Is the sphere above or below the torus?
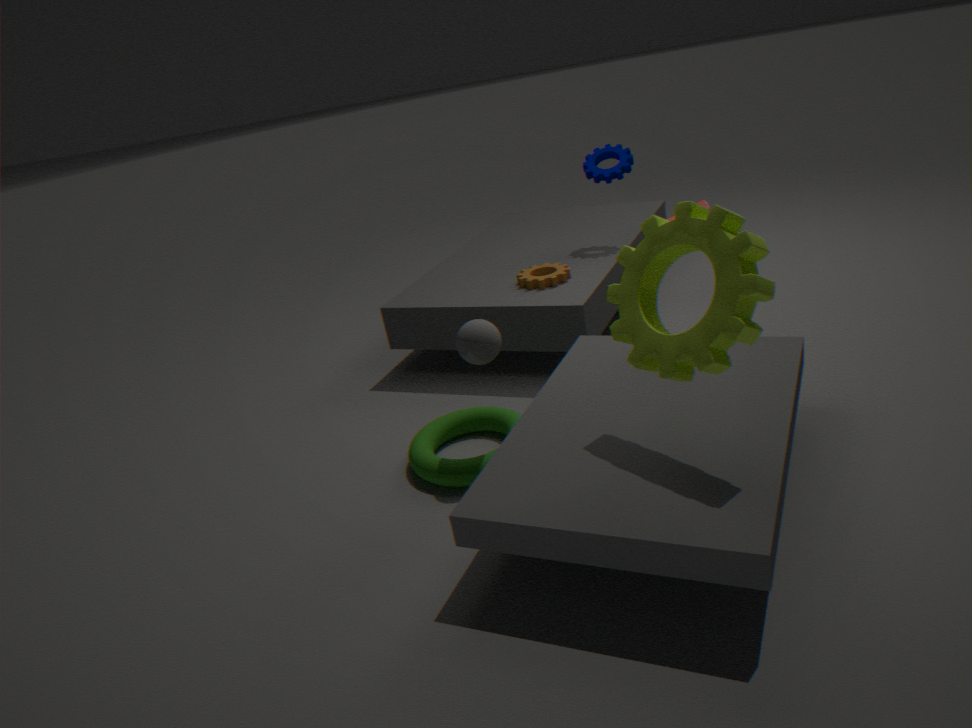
above
